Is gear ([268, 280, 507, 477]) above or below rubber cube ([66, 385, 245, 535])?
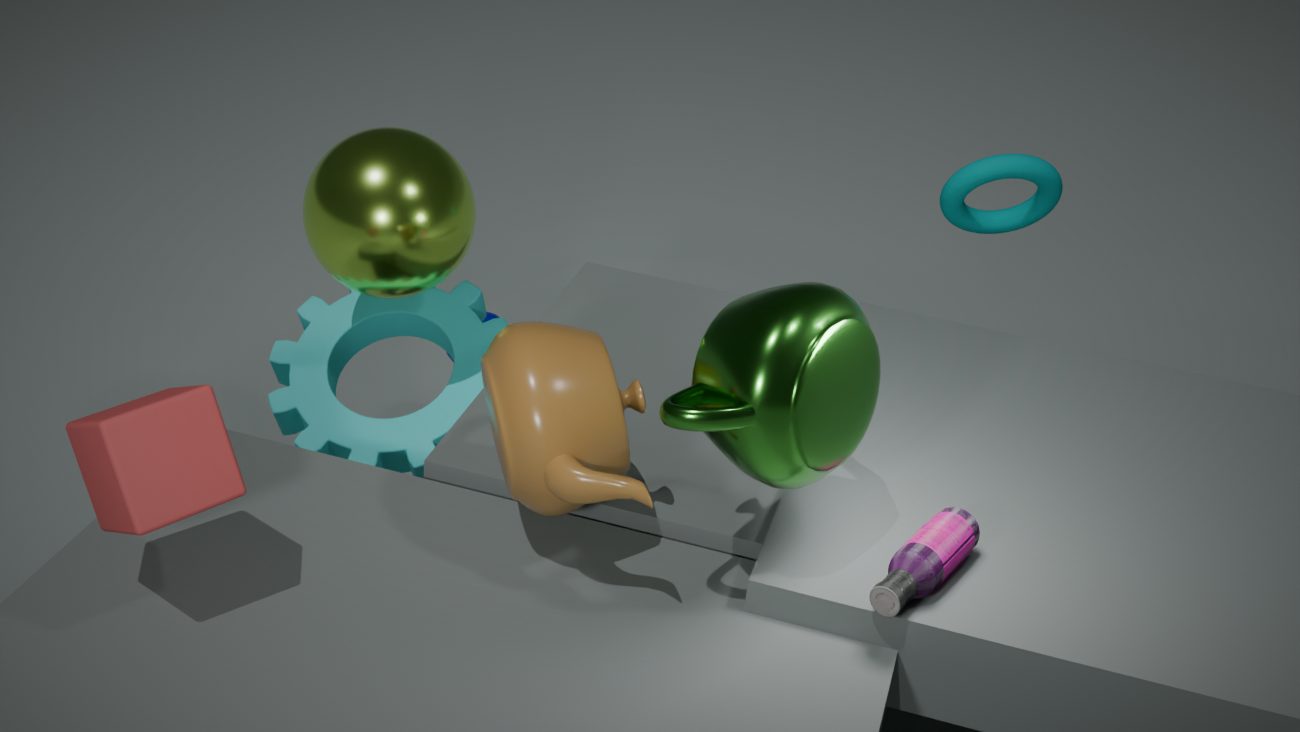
below
